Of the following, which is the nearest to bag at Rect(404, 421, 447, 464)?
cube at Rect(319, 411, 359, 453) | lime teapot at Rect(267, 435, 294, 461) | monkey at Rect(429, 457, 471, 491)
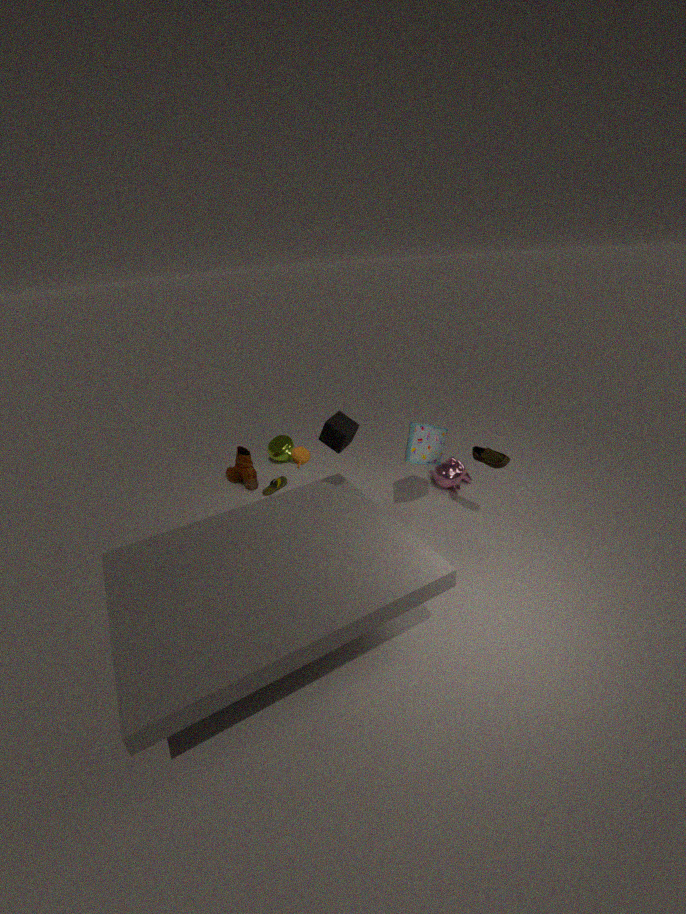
monkey at Rect(429, 457, 471, 491)
